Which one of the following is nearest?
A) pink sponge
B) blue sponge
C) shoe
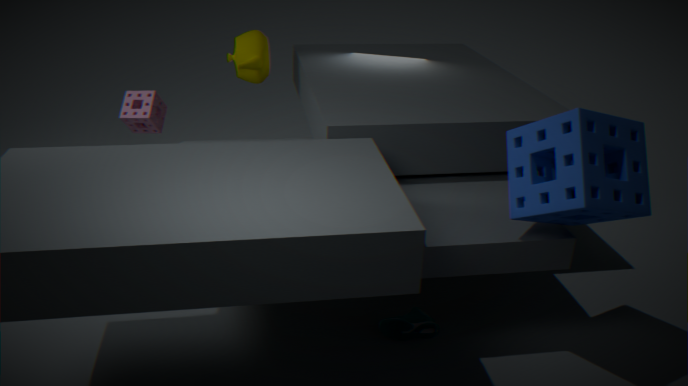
blue sponge
